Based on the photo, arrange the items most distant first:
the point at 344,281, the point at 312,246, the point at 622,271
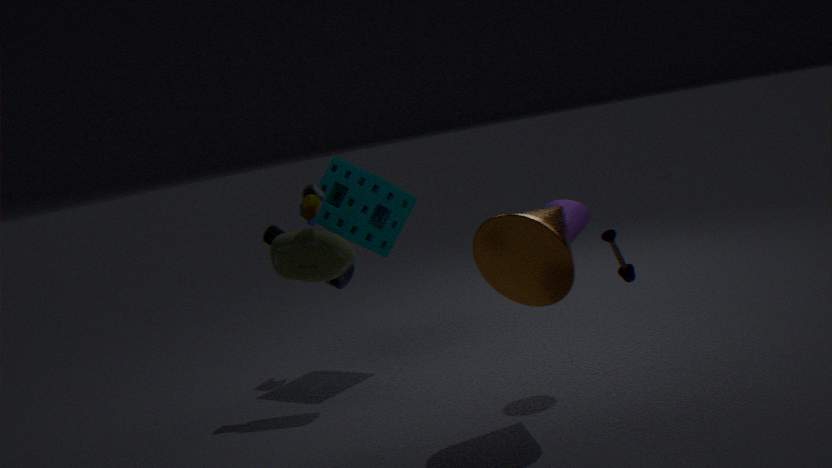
1. the point at 344,281
2. the point at 312,246
3. the point at 622,271
